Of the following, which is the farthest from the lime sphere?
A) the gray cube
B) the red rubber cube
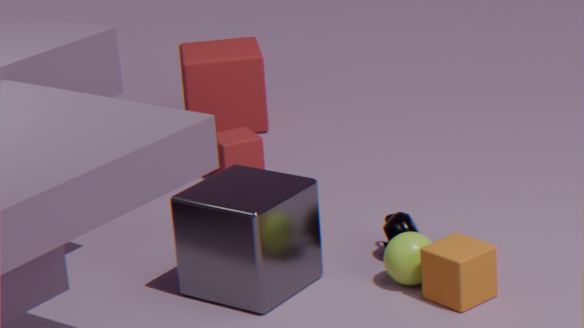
the red rubber cube
